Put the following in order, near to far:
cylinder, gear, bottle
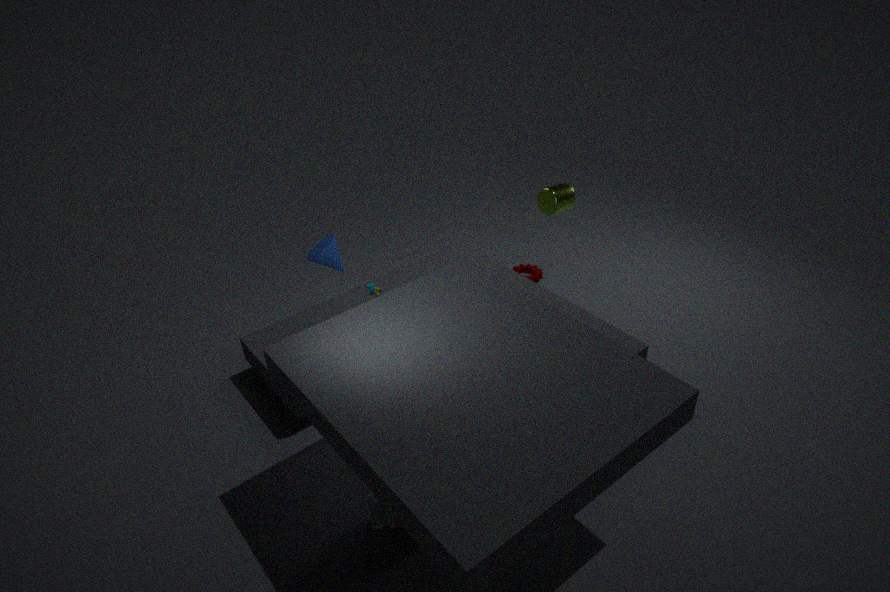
1. bottle
2. cylinder
3. gear
